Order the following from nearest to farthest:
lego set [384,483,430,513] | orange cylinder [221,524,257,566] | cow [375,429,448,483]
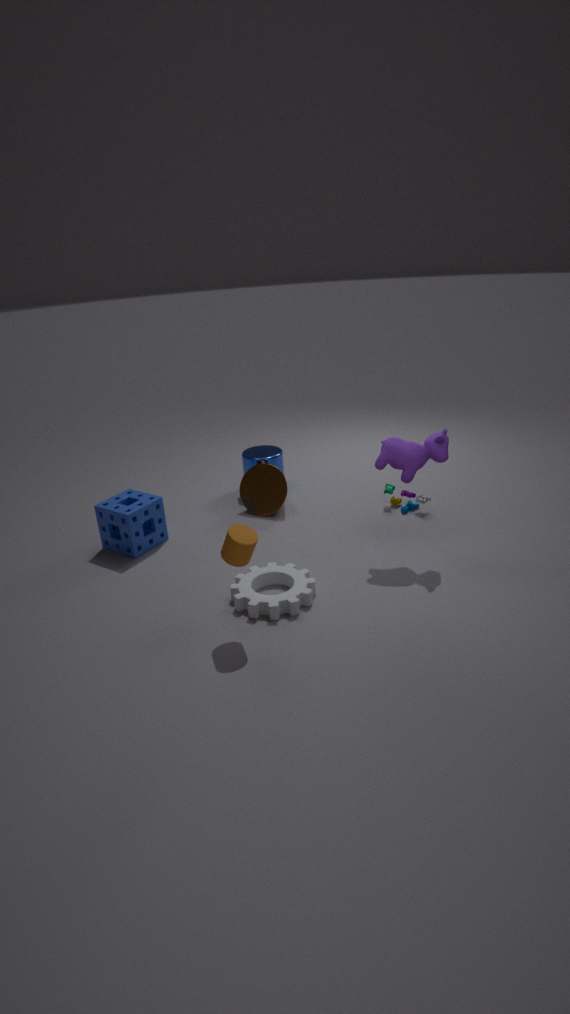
orange cylinder [221,524,257,566]
cow [375,429,448,483]
lego set [384,483,430,513]
